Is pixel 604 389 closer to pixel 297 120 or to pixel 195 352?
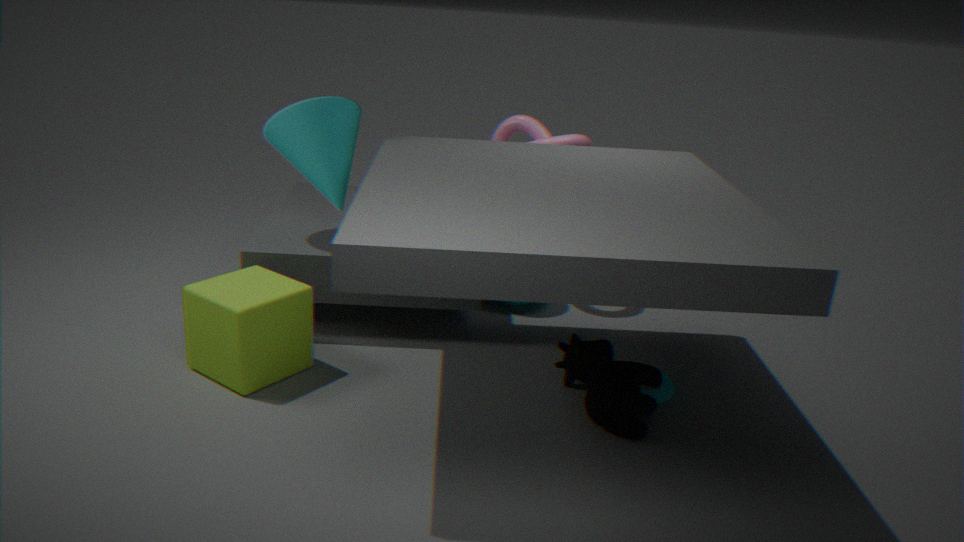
pixel 195 352
